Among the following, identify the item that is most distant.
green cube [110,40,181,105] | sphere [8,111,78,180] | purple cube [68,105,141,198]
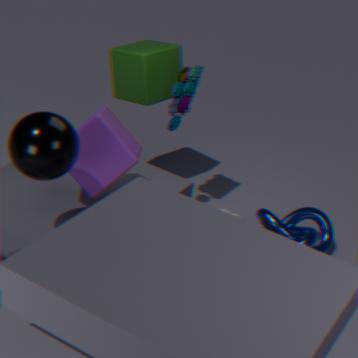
green cube [110,40,181,105]
